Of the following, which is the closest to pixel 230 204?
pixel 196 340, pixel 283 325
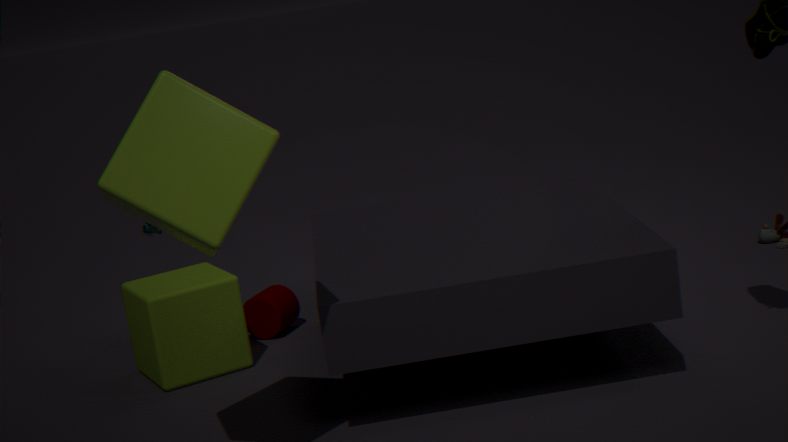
pixel 196 340
